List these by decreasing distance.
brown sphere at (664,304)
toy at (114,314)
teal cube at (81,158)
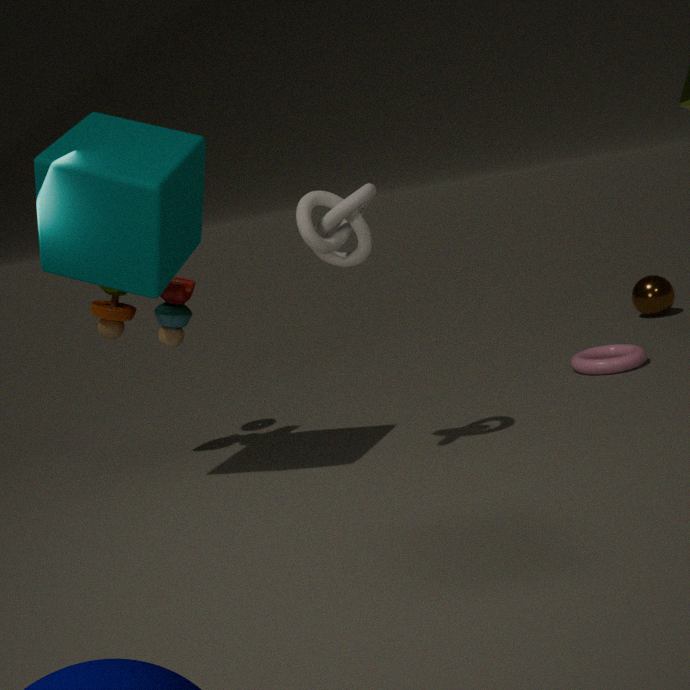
brown sphere at (664,304) < toy at (114,314) < teal cube at (81,158)
